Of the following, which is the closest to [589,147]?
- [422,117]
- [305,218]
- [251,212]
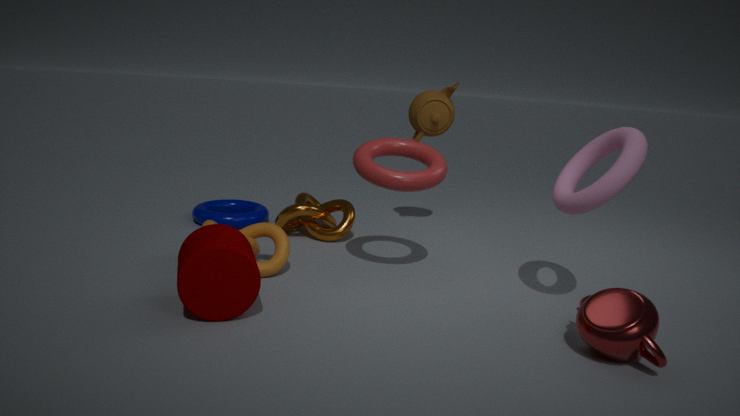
[422,117]
